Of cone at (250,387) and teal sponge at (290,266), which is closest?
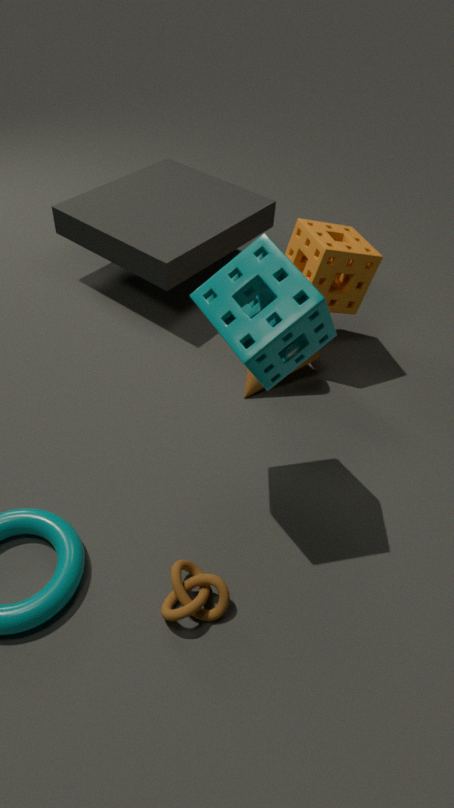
teal sponge at (290,266)
